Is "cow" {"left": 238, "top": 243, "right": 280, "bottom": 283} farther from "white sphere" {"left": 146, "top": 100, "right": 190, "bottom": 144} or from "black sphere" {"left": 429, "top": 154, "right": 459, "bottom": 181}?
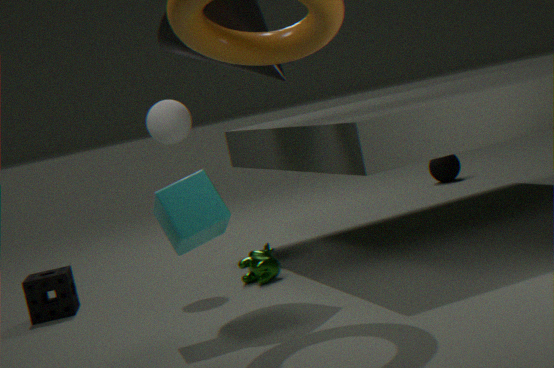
"black sphere" {"left": 429, "top": 154, "right": 459, "bottom": 181}
